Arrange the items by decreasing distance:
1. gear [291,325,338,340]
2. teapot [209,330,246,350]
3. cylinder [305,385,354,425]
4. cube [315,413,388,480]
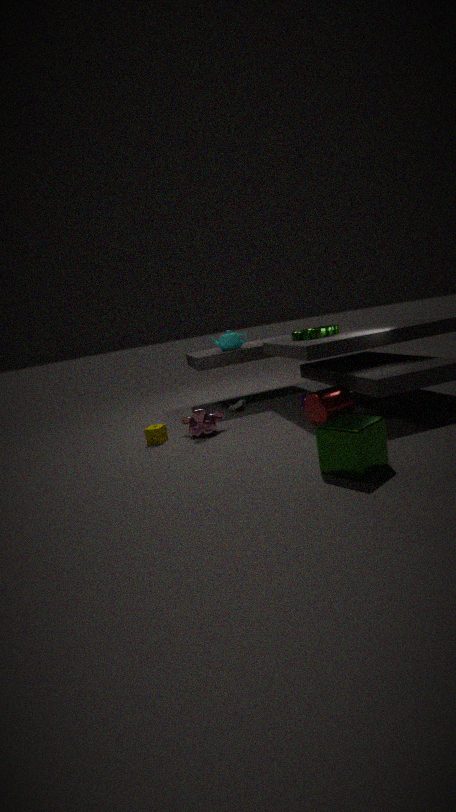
teapot [209,330,246,350]
gear [291,325,338,340]
cylinder [305,385,354,425]
cube [315,413,388,480]
